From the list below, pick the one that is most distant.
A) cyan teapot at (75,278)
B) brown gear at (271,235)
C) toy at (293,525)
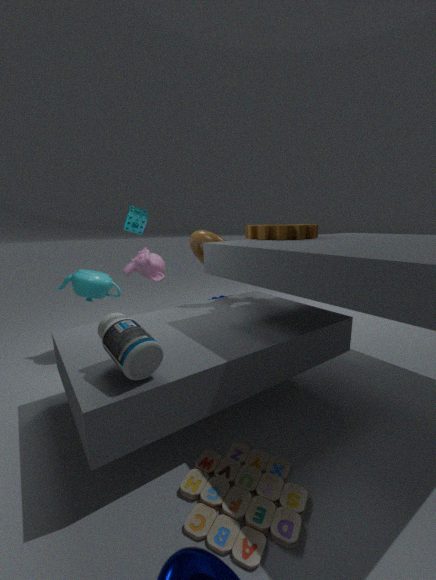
cyan teapot at (75,278)
